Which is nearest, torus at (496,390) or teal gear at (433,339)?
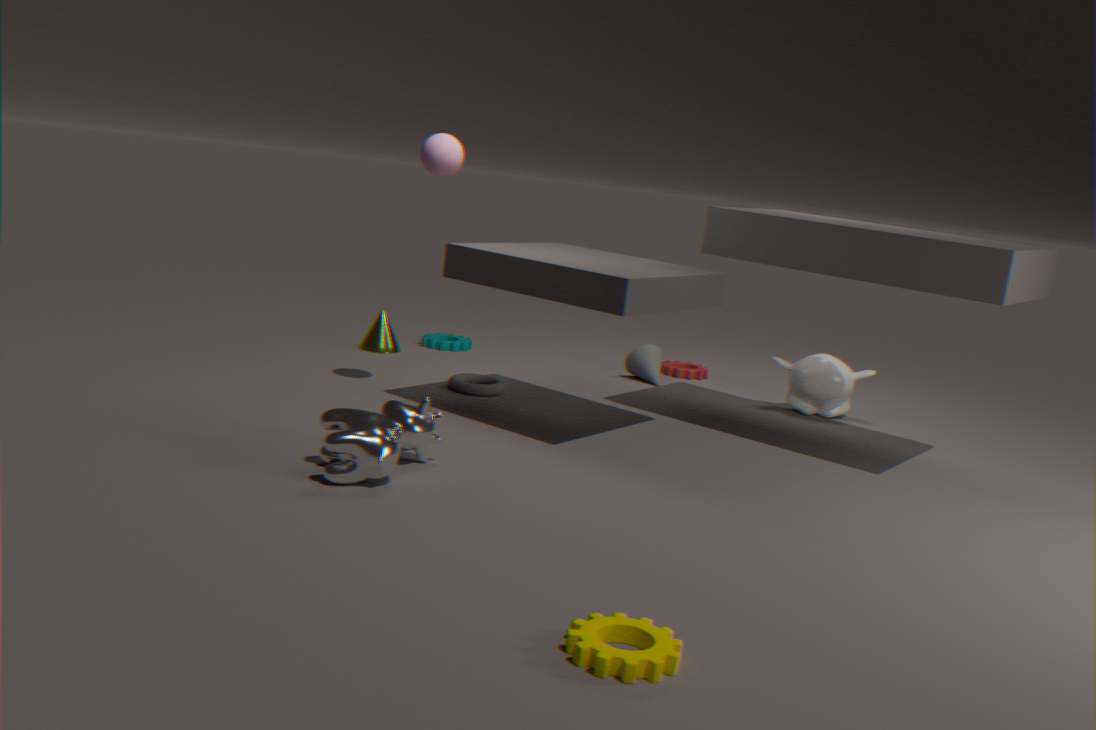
torus at (496,390)
